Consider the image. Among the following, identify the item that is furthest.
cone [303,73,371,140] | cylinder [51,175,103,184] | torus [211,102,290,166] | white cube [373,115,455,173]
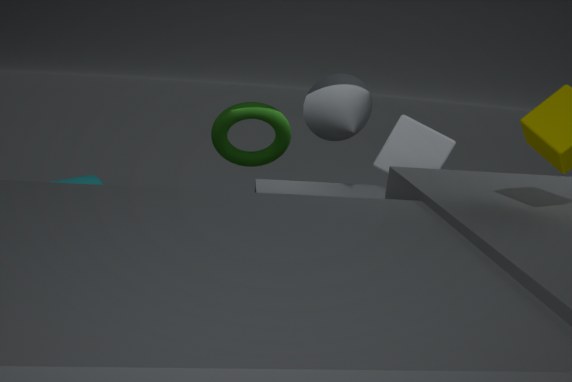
cylinder [51,175,103,184]
